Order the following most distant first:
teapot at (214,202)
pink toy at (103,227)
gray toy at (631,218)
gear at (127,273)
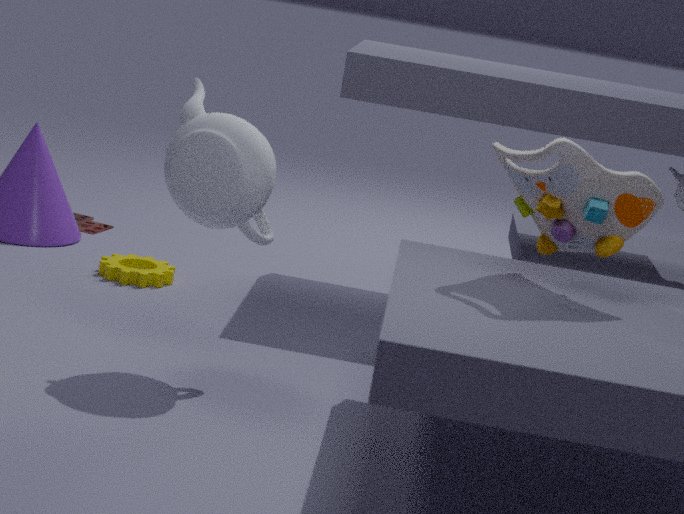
pink toy at (103,227) → gear at (127,273) → teapot at (214,202) → gray toy at (631,218)
